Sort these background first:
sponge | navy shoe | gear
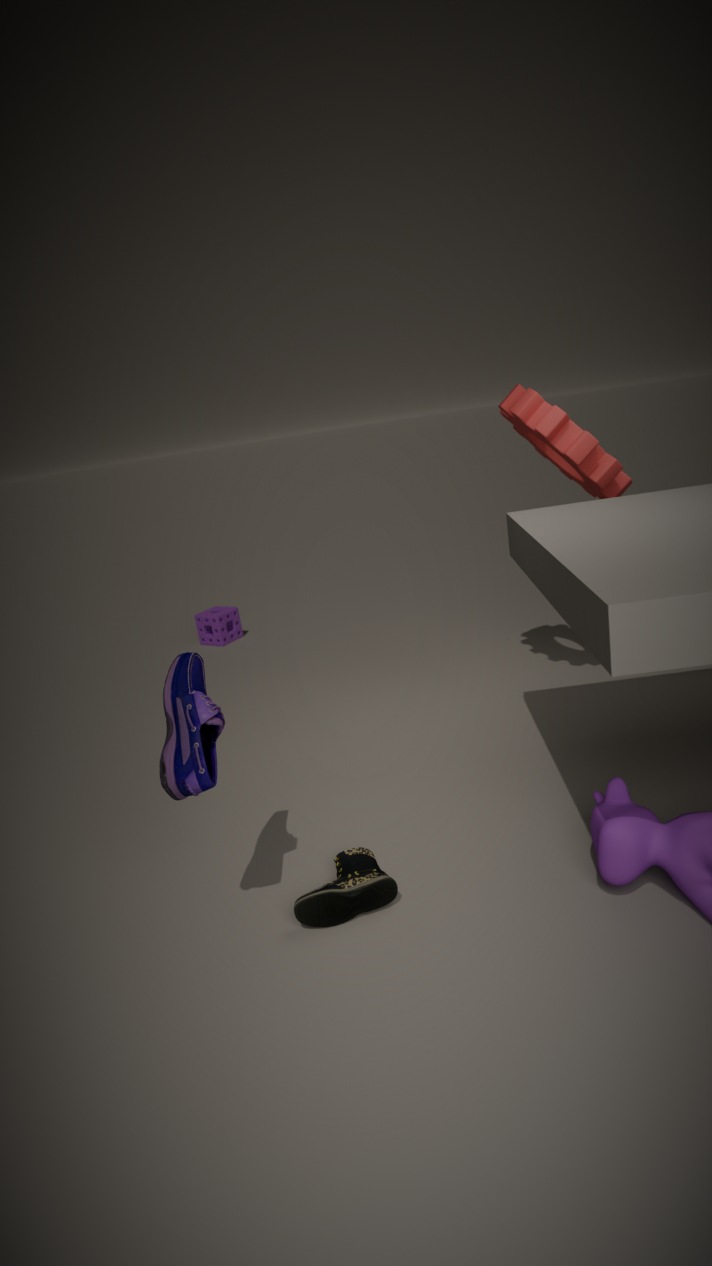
sponge → gear → navy shoe
